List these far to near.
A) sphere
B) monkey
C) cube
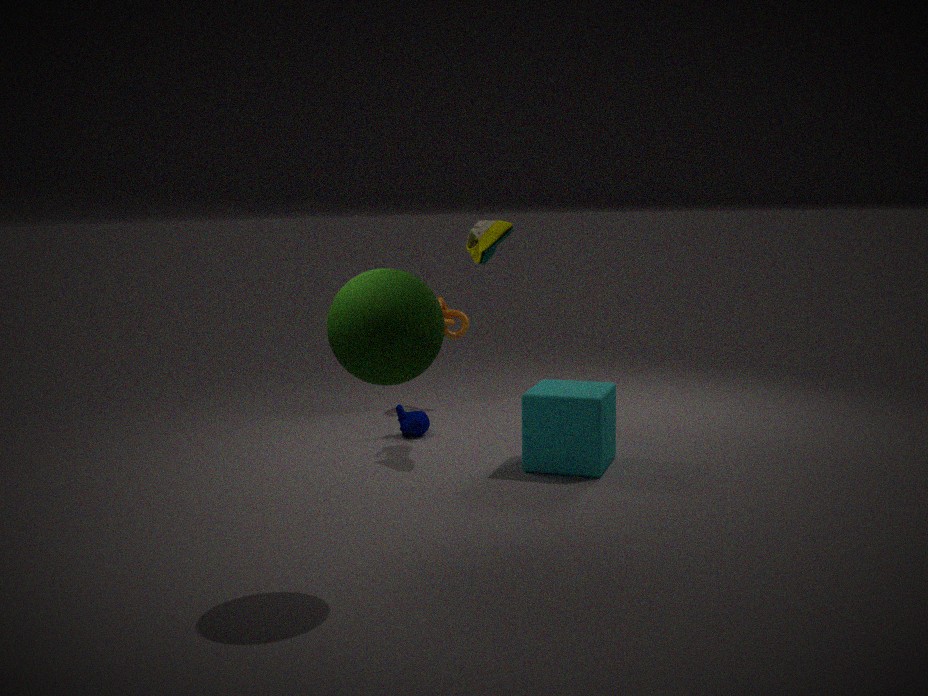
monkey → cube → sphere
